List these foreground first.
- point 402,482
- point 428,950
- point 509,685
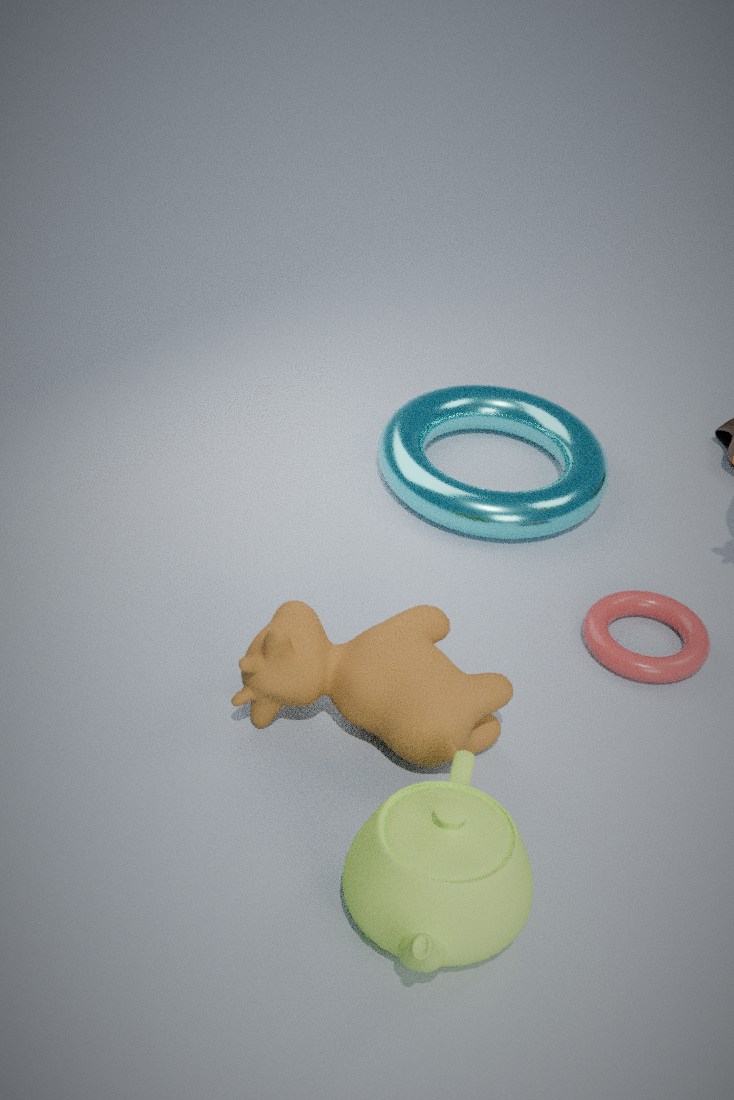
point 428,950 < point 509,685 < point 402,482
